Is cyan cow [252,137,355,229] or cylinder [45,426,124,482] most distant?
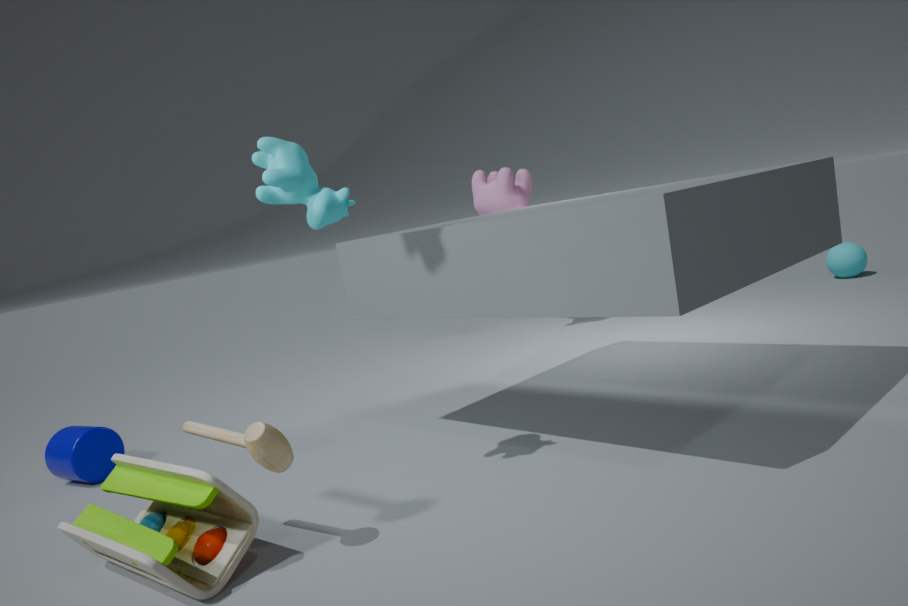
cylinder [45,426,124,482]
